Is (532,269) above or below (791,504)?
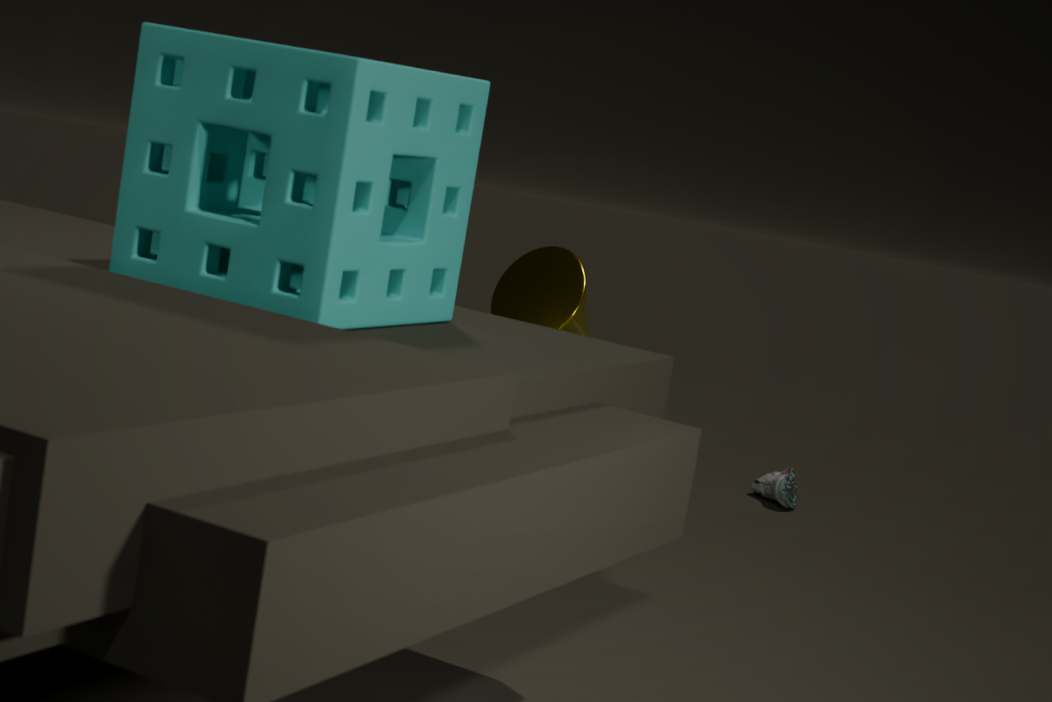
above
